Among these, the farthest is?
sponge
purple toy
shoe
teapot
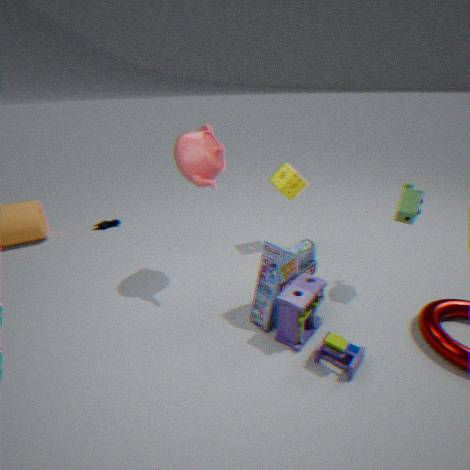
shoe
